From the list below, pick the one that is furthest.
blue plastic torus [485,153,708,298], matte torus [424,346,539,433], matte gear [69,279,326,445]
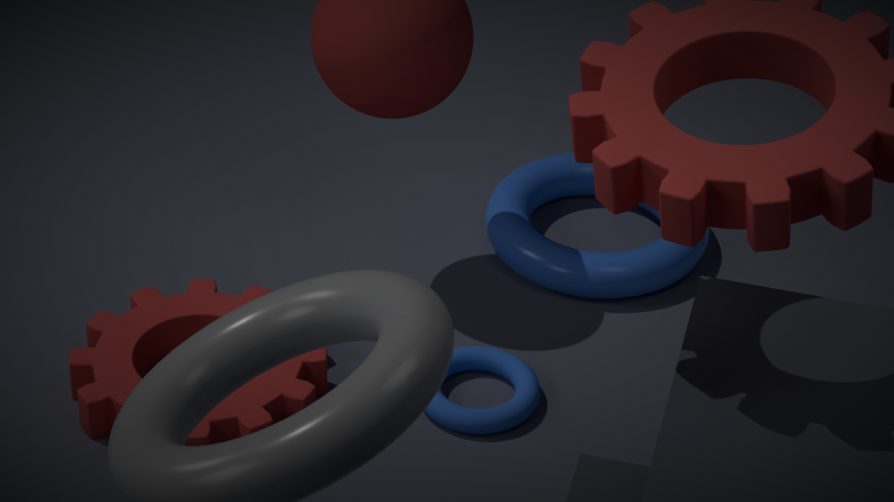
blue plastic torus [485,153,708,298]
